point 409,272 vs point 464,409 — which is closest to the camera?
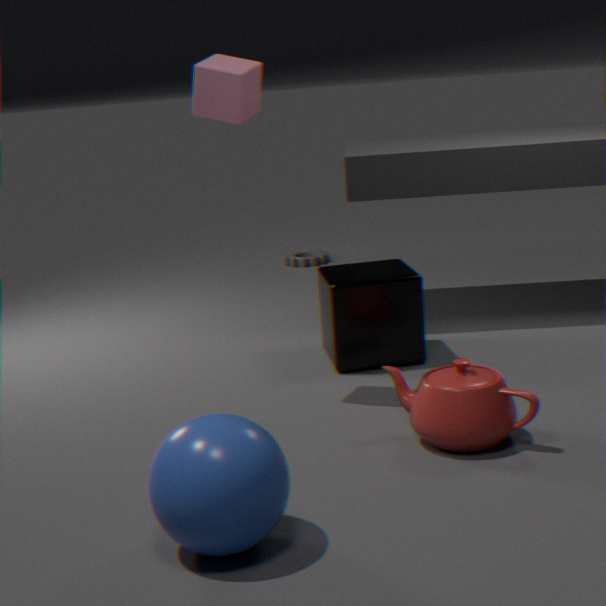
point 464,409
